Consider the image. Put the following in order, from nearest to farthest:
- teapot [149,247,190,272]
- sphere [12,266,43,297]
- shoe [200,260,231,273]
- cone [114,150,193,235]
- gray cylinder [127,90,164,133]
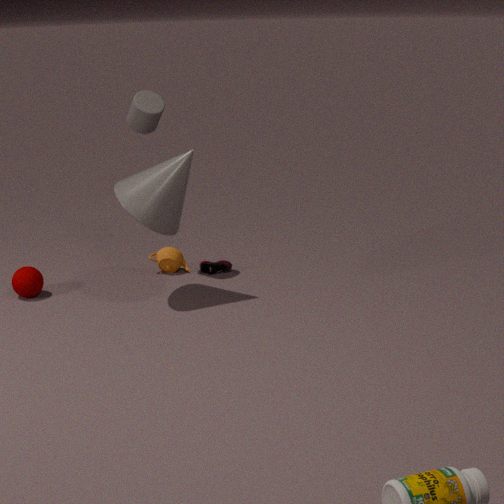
cone [114,150,193,235]
gray cylinder [127,90,164,133]
sphere [12,266,43,297]
teapot [149,247,190,272]
shoe [200,260,231,273]
